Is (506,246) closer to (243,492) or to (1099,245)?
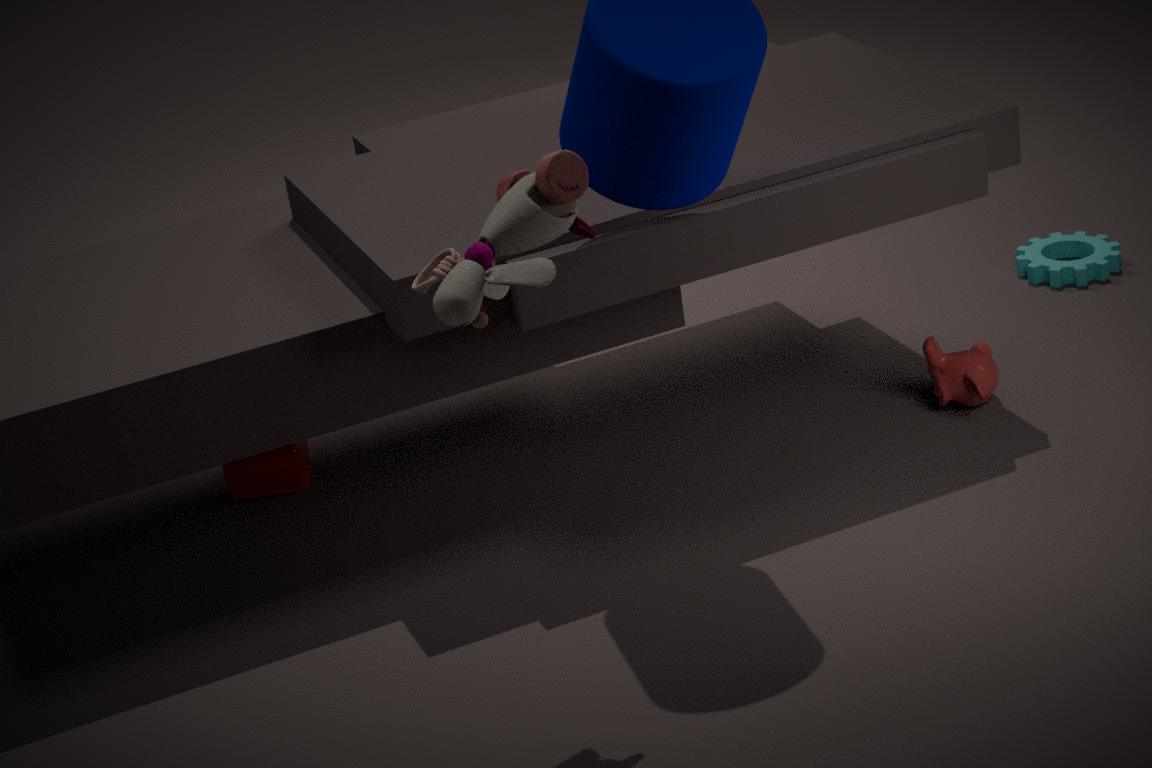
(243,492)
